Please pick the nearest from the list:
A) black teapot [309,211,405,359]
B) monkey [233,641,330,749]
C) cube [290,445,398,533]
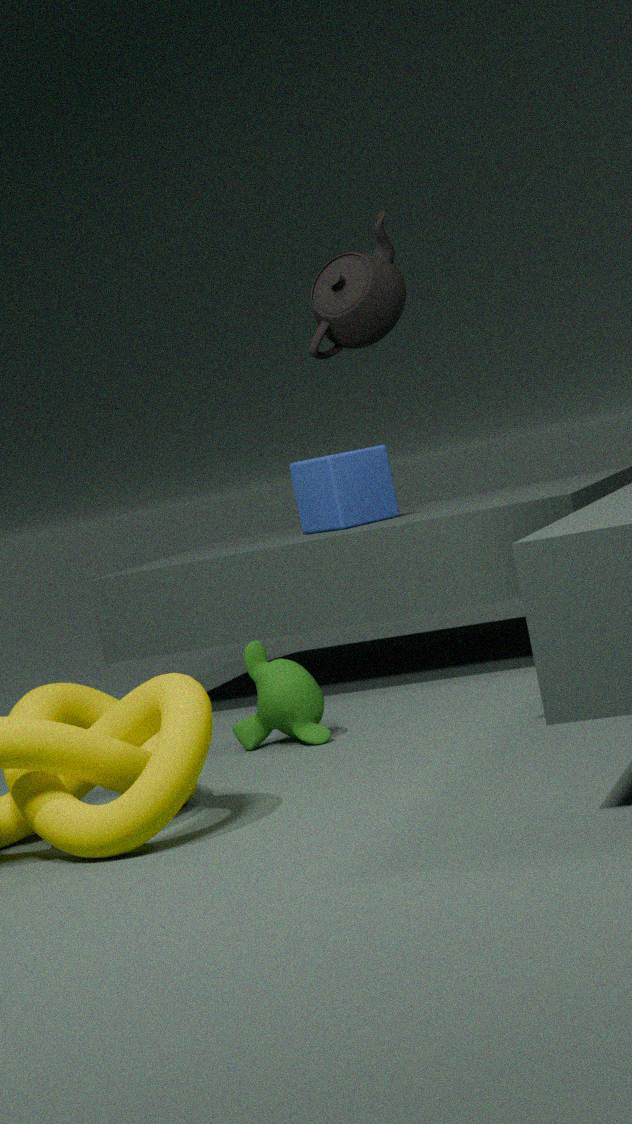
black teapot [309,211,405,359]
